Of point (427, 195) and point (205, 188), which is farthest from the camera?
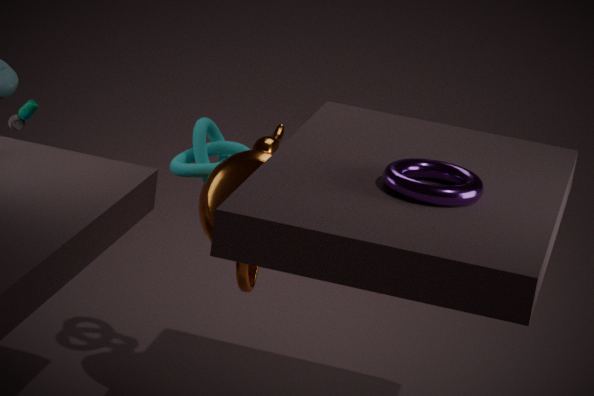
point (205, 188)
